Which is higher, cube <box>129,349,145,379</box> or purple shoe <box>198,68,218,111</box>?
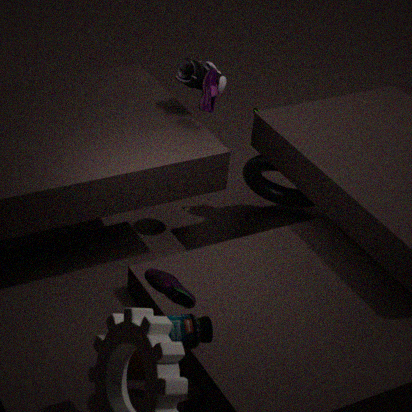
purple shoe <box>198,68,218,111</box>
